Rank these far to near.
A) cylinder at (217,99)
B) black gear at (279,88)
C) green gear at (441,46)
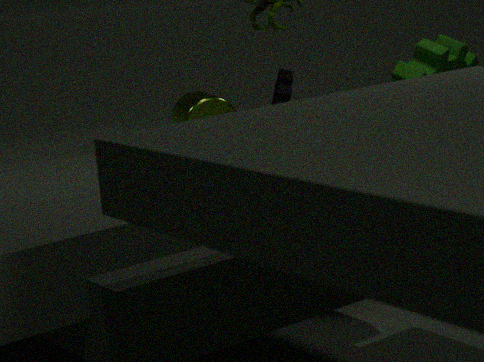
black gear at (279,88)
green gear at (441,46)
cylinder at (217,99)
